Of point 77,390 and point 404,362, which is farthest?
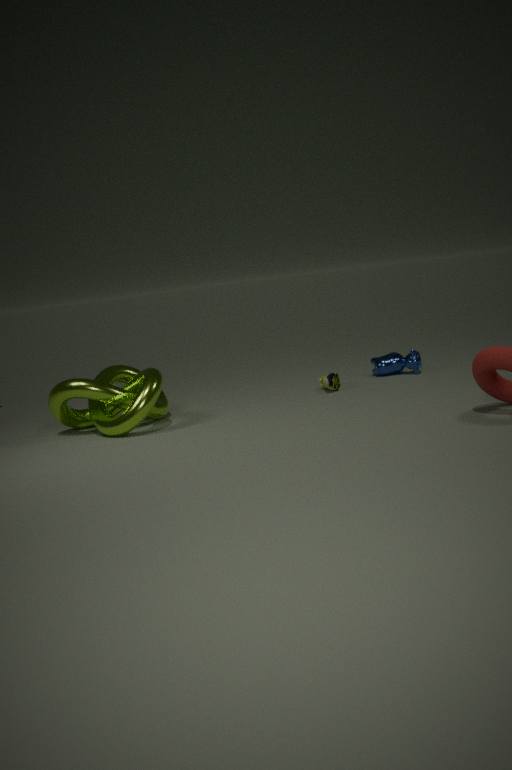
point 404,362
